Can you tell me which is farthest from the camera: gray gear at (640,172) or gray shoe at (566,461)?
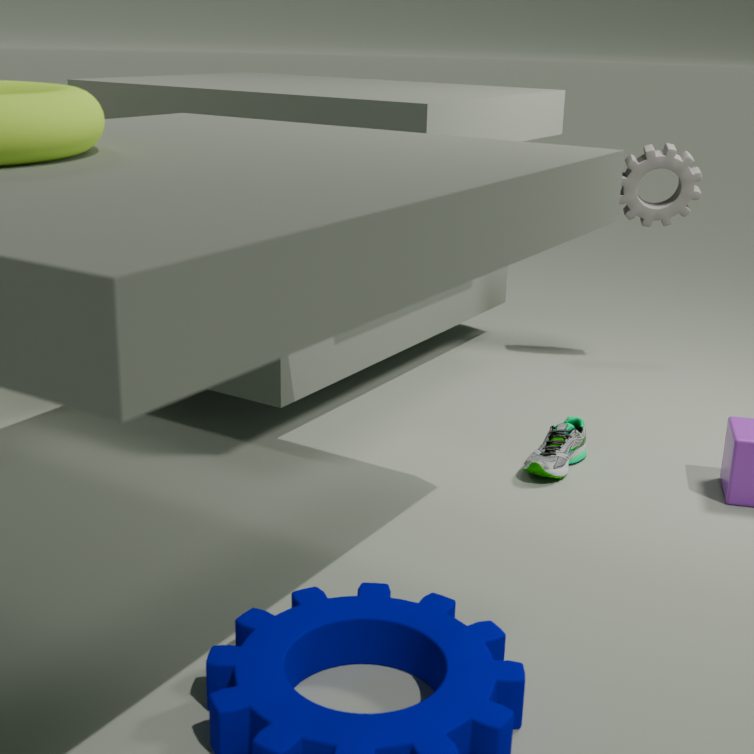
gray gear at (640,172)
